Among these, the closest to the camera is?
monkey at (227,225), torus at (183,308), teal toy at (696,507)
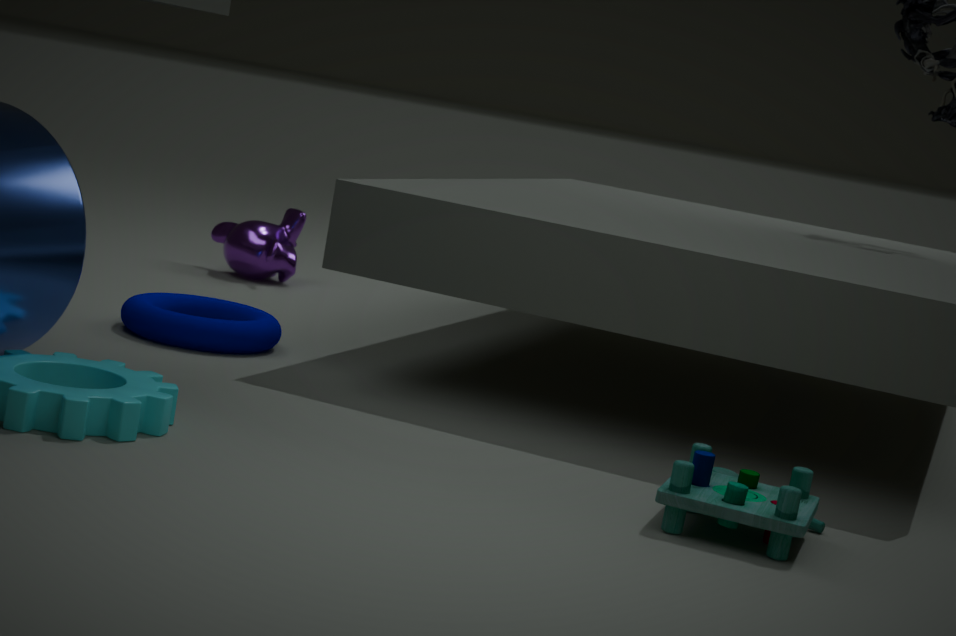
teal toy at (696,507)
